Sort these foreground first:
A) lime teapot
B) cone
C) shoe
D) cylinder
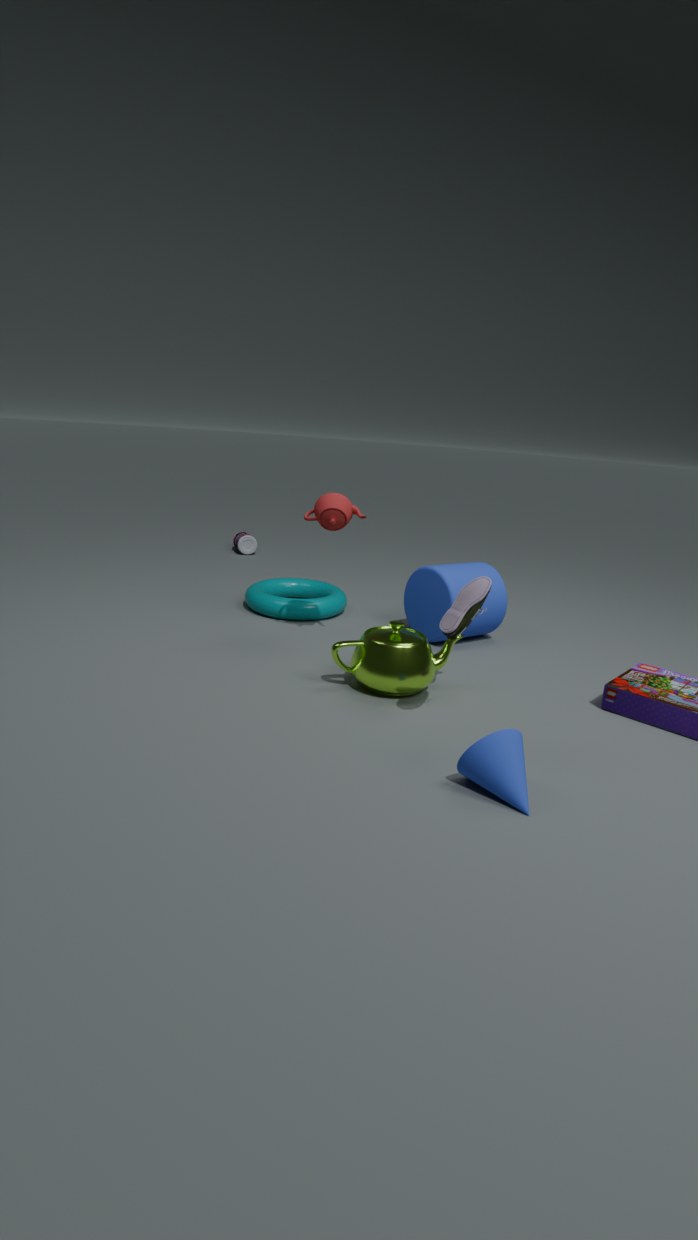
cone → shoe → lime teapot → cylinder
